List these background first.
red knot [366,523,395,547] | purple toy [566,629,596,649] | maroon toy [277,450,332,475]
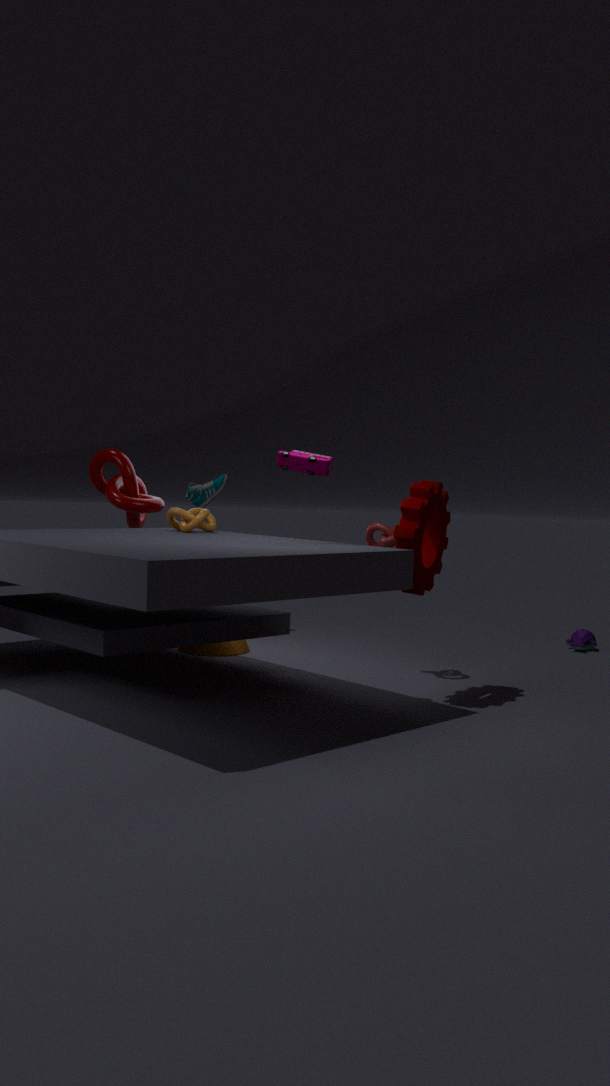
purple toy [566,629,596,649]
red knot [366,523,395,547]
maroon toy [277,450,332,475]
